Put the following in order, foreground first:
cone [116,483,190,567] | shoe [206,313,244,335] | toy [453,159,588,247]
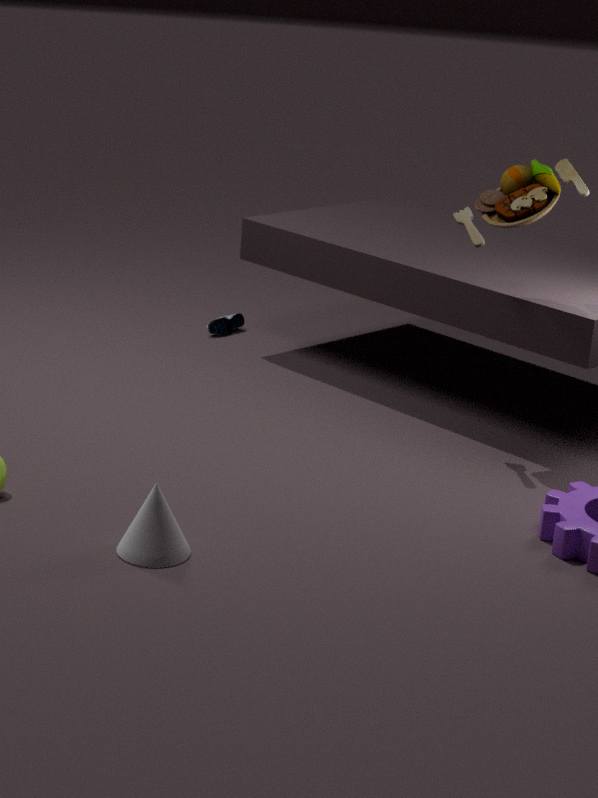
cone [116,483,190,567]
toy [453,159,588,247]
shoe [206,313,244,335]
